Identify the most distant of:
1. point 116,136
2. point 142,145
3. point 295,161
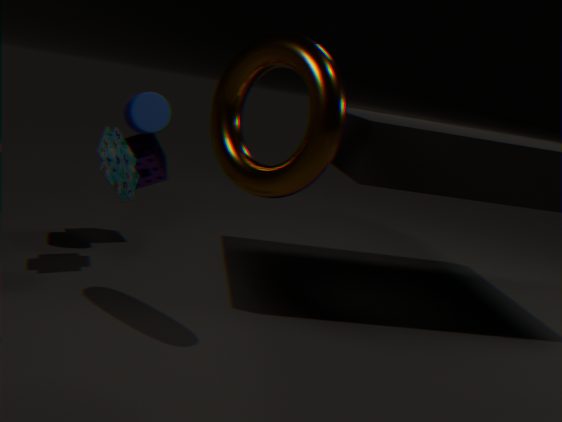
point 142,145
